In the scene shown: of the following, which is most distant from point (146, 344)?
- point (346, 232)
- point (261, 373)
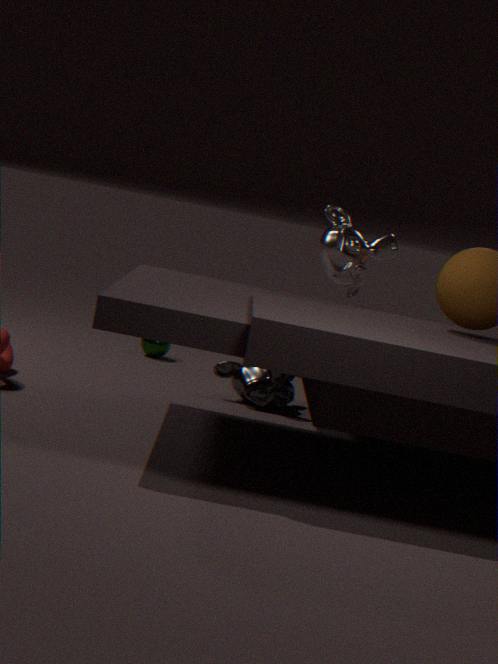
point (346, 232)
